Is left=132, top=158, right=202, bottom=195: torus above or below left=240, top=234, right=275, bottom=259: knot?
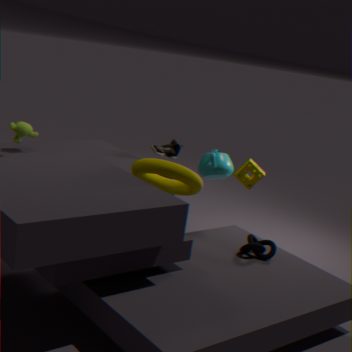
above
